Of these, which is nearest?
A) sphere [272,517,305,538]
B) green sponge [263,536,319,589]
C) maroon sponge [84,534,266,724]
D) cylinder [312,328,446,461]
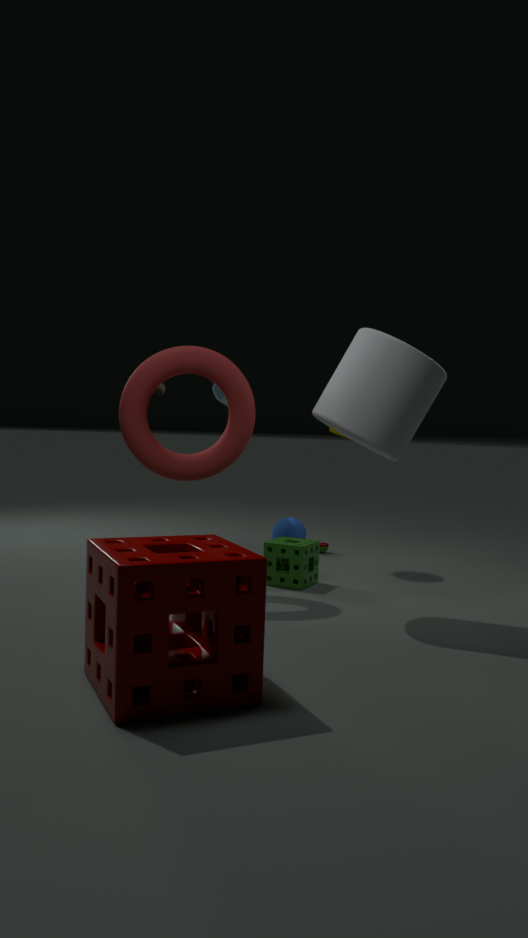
maroon sponge [84,534,266,724]
